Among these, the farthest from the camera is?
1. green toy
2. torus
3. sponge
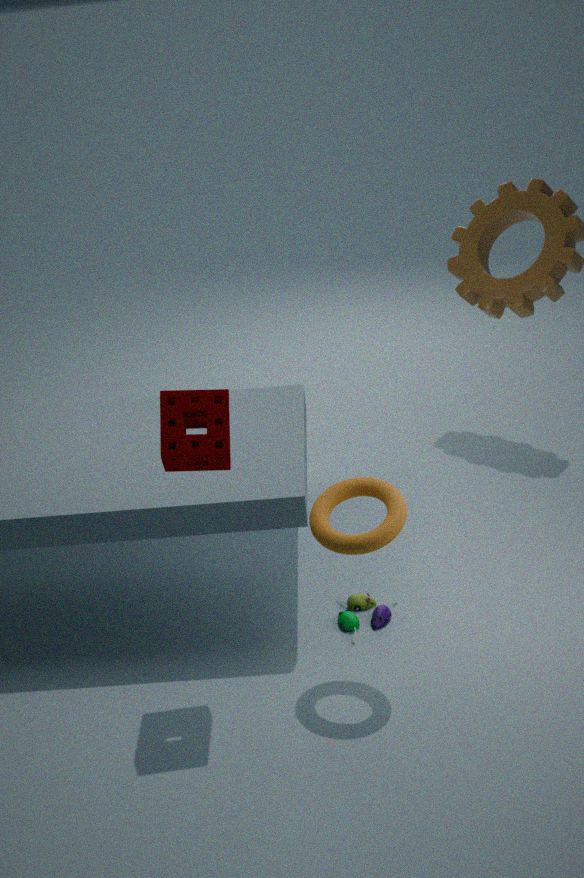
green toy
